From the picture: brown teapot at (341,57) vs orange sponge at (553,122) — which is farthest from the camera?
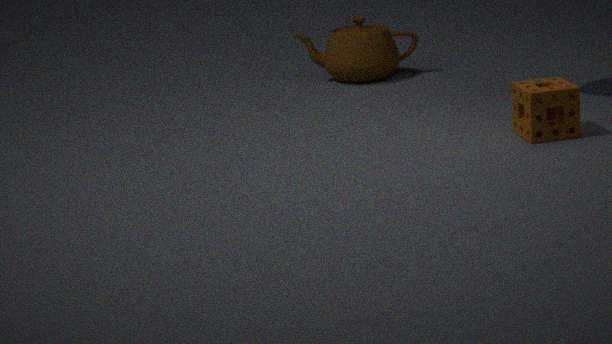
brown teapot at (341,57)
